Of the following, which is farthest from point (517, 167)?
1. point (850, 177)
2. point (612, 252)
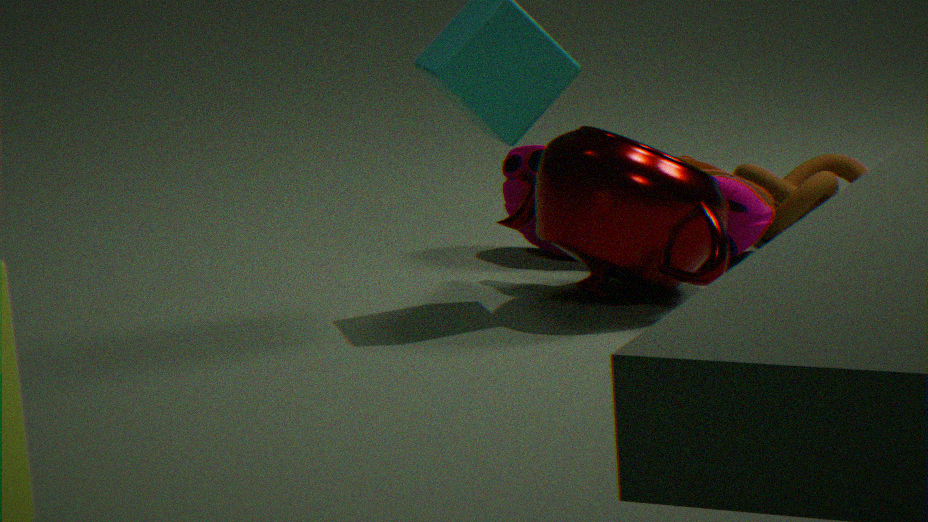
point (850, 177)
